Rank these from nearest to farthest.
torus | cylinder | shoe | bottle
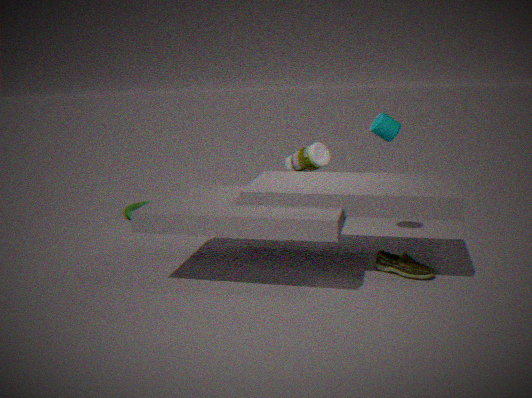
shoe → cylinder → bottle → torus
